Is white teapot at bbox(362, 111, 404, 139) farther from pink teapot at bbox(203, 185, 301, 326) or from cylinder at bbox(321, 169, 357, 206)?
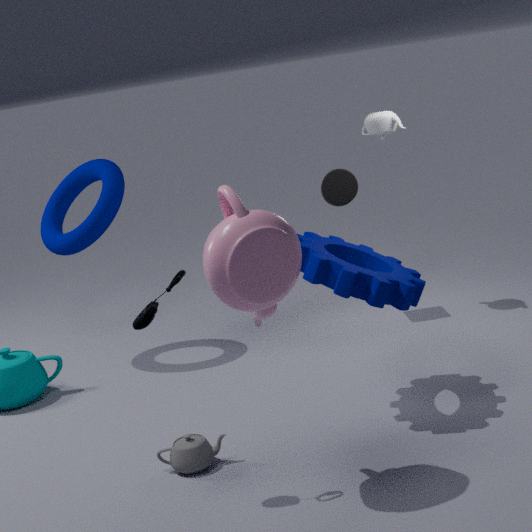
pink teapot at bbox(203, 185, 301, 326)
